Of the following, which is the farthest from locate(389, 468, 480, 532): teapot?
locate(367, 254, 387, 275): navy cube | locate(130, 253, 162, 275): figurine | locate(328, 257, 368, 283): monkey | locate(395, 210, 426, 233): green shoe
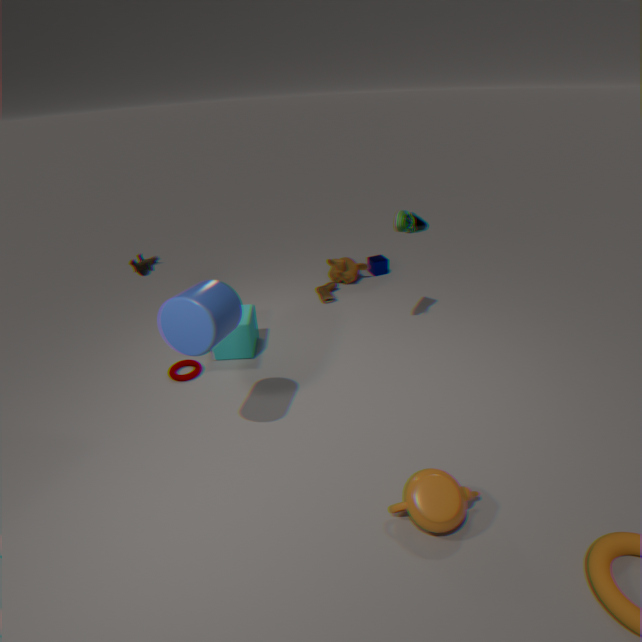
locate(367, 254, 387, 275): navy cube
